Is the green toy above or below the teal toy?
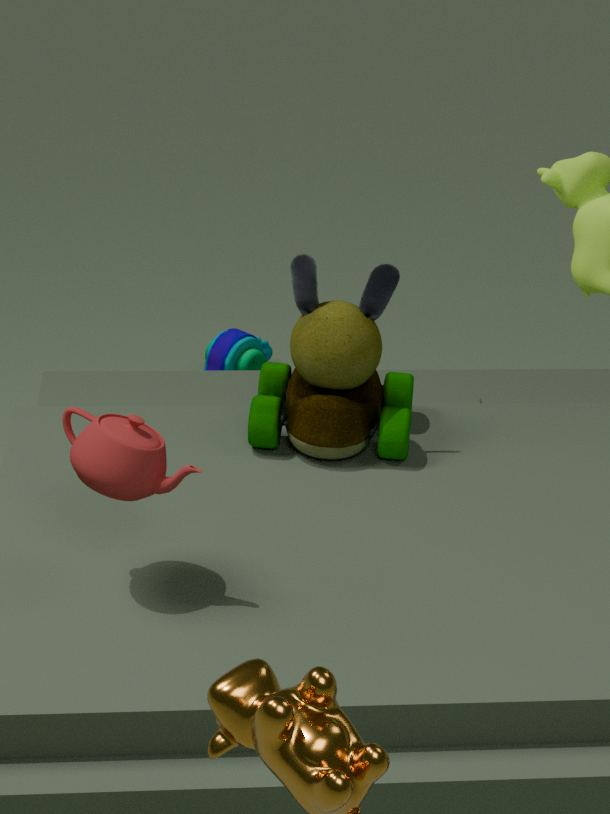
above
